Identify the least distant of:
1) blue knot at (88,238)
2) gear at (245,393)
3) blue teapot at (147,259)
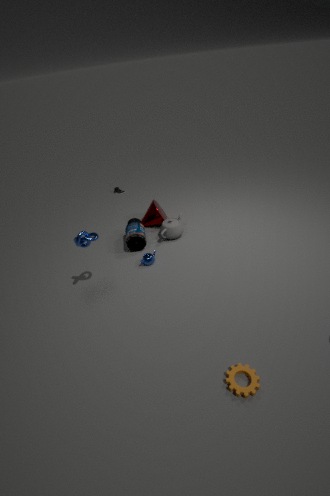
2. gear at (245,393)
